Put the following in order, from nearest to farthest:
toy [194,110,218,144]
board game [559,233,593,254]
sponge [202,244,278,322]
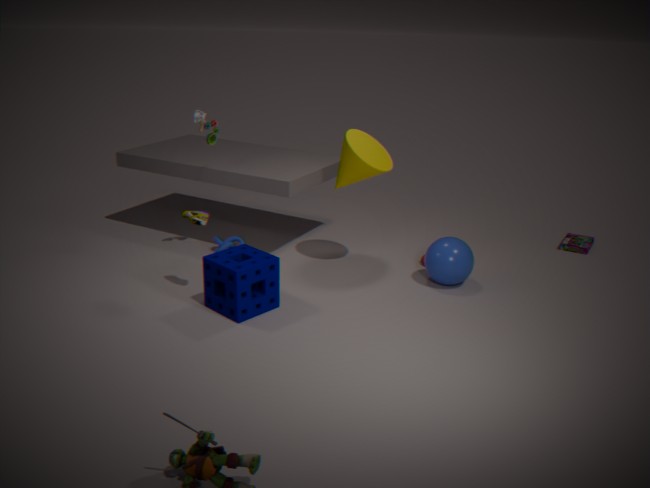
sponge [202,244,278,322] → toy [194,110,218,144] → board game [559,233,593,254]
